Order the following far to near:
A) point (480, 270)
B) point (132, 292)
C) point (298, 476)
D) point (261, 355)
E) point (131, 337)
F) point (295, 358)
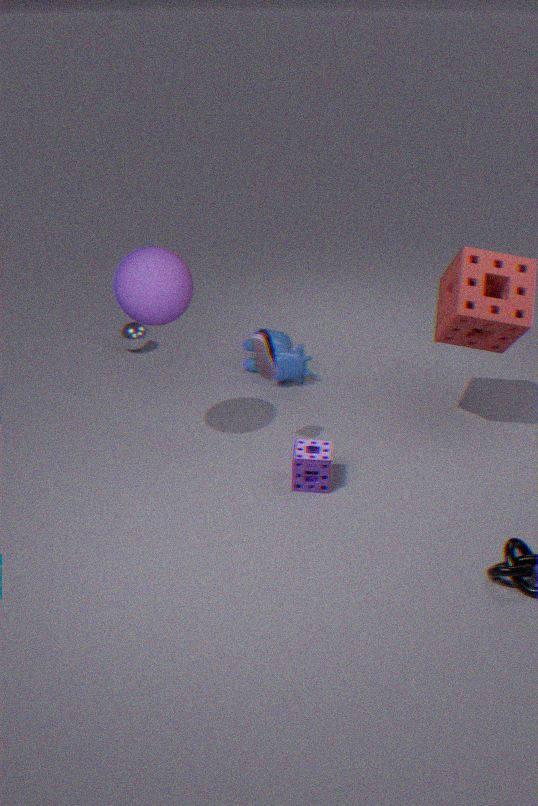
point (131, 337), point (295, 358), point (480, 270), point (261, 355), point (298, 476), point (132, 292)
